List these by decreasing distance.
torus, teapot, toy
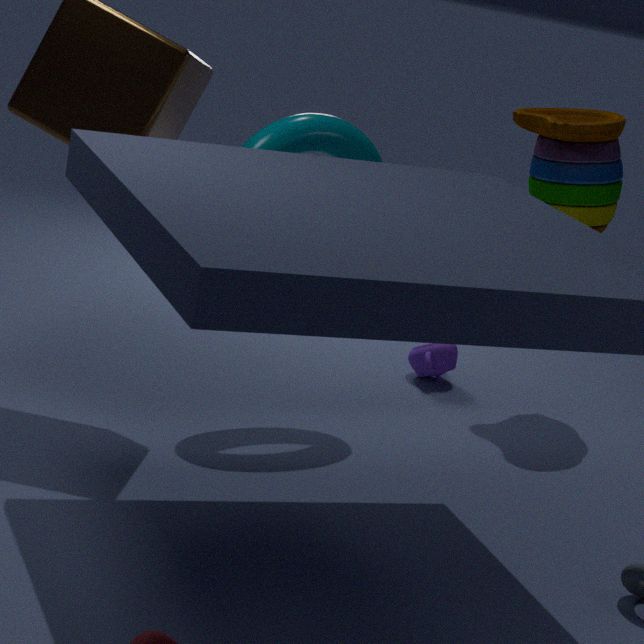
1. teapot
2. toy
3. torus
